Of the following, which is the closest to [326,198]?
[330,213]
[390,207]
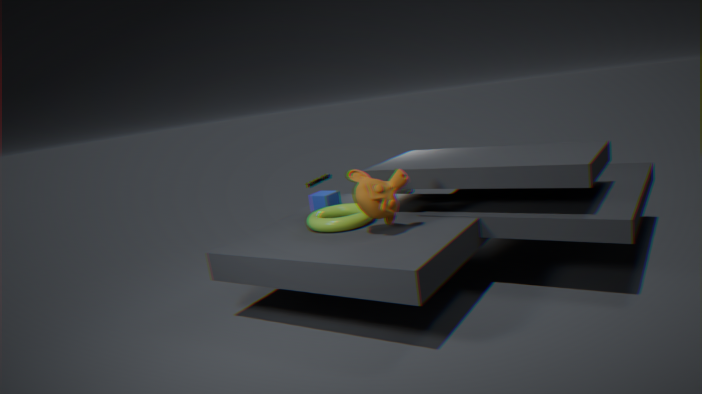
[330,213]
